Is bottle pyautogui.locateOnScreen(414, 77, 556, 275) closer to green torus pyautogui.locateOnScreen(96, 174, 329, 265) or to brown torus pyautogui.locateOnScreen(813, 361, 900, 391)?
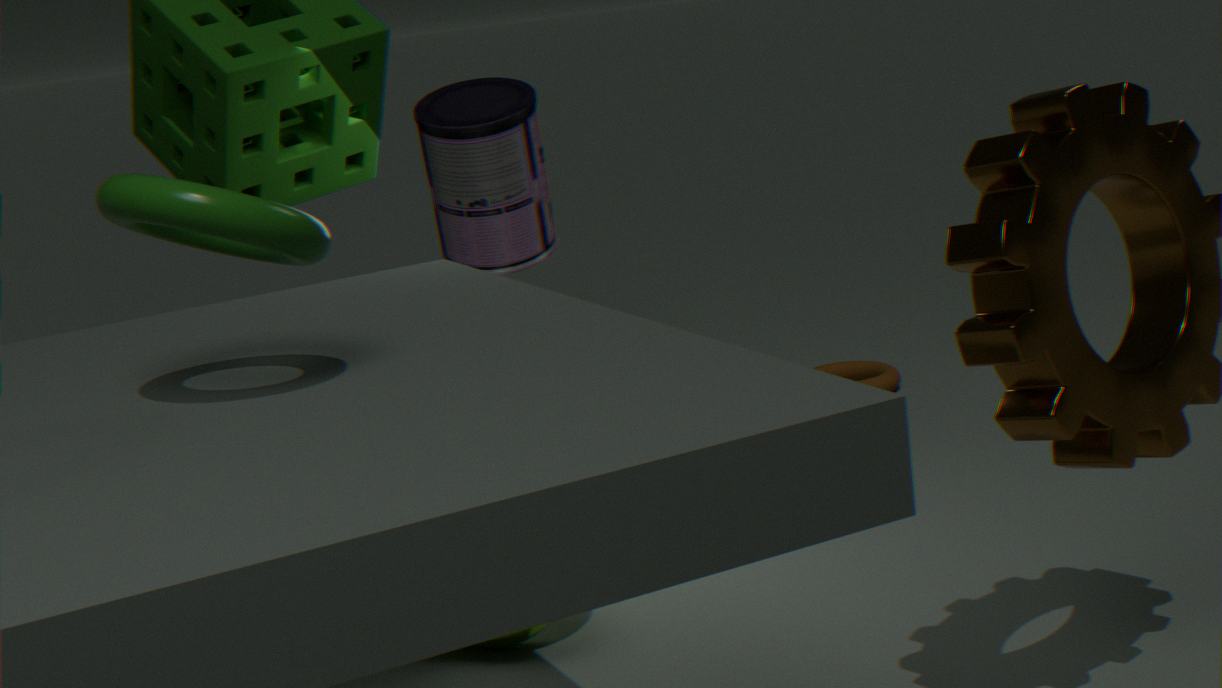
brown torus pyautogui.locateOnScreen(813, 361, 900, 391)
